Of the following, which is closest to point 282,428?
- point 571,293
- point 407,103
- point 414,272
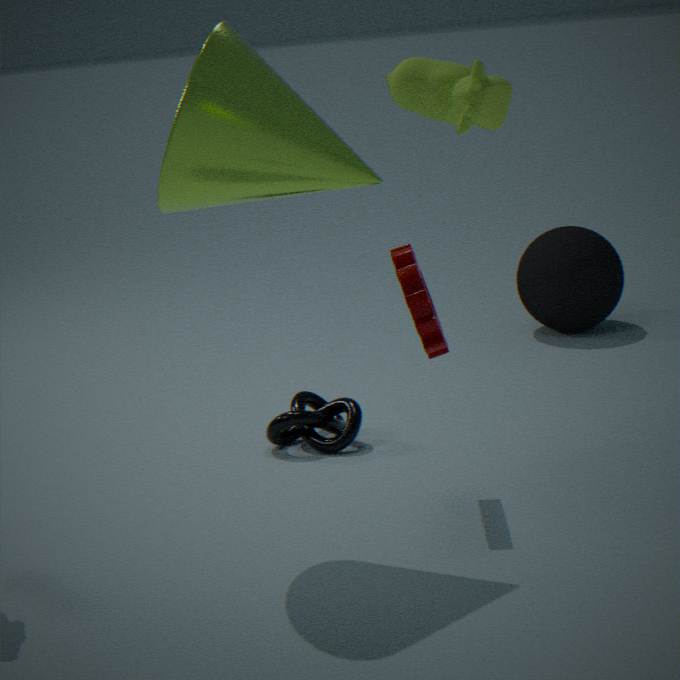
point 414,272
